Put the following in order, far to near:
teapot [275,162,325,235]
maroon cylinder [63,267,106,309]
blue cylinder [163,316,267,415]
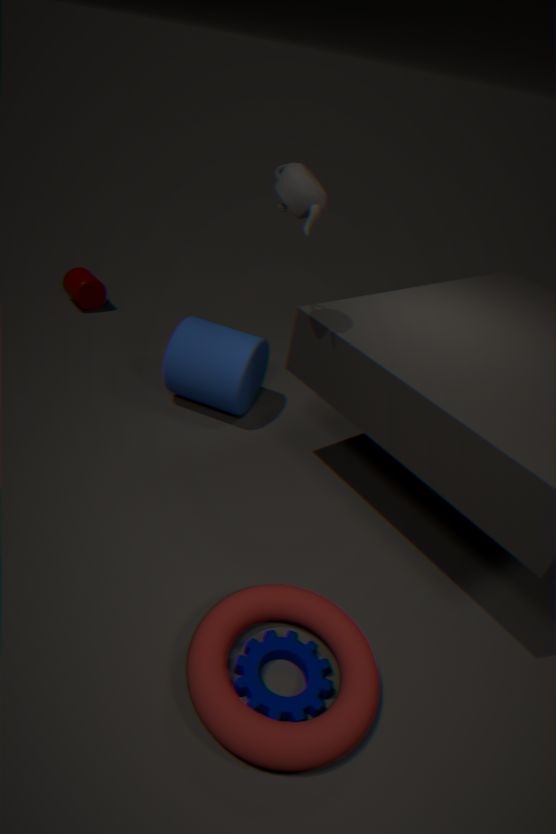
maroon cylinder [63,267,106,309]
blue cylinder [163,316,267,415]
teapot [275,162,325,235]
